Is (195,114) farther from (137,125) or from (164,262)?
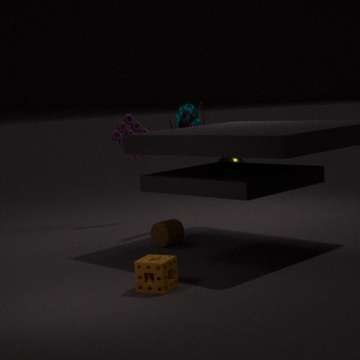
(164,262)
